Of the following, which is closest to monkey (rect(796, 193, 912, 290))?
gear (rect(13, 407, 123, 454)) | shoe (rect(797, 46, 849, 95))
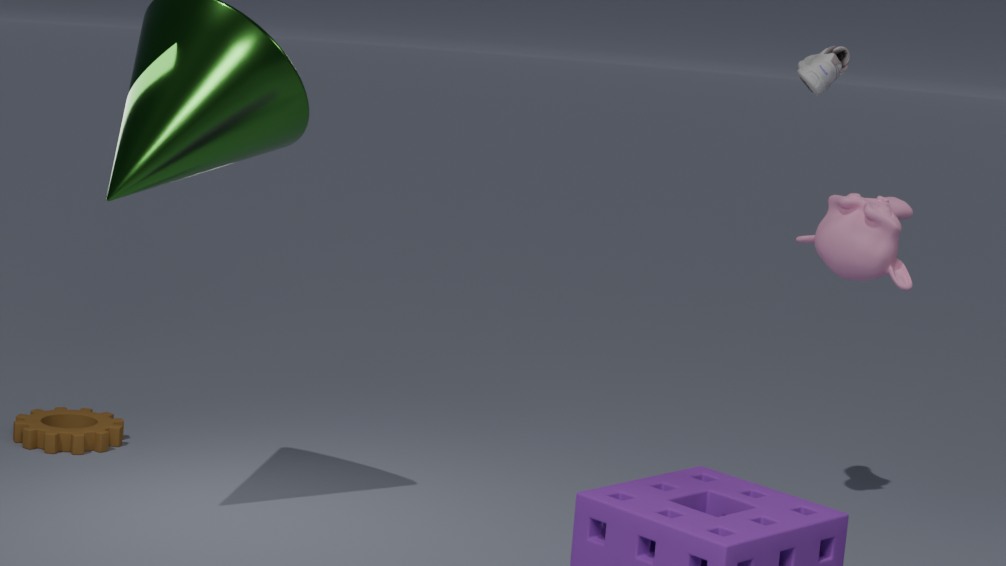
shoe (rect(797, 46, 849, 95))
